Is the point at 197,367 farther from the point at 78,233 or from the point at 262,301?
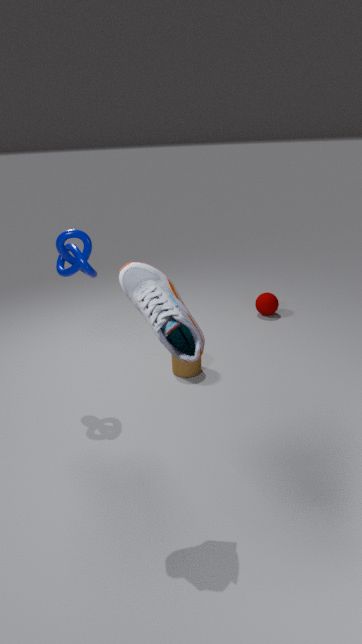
the point at 262,301
